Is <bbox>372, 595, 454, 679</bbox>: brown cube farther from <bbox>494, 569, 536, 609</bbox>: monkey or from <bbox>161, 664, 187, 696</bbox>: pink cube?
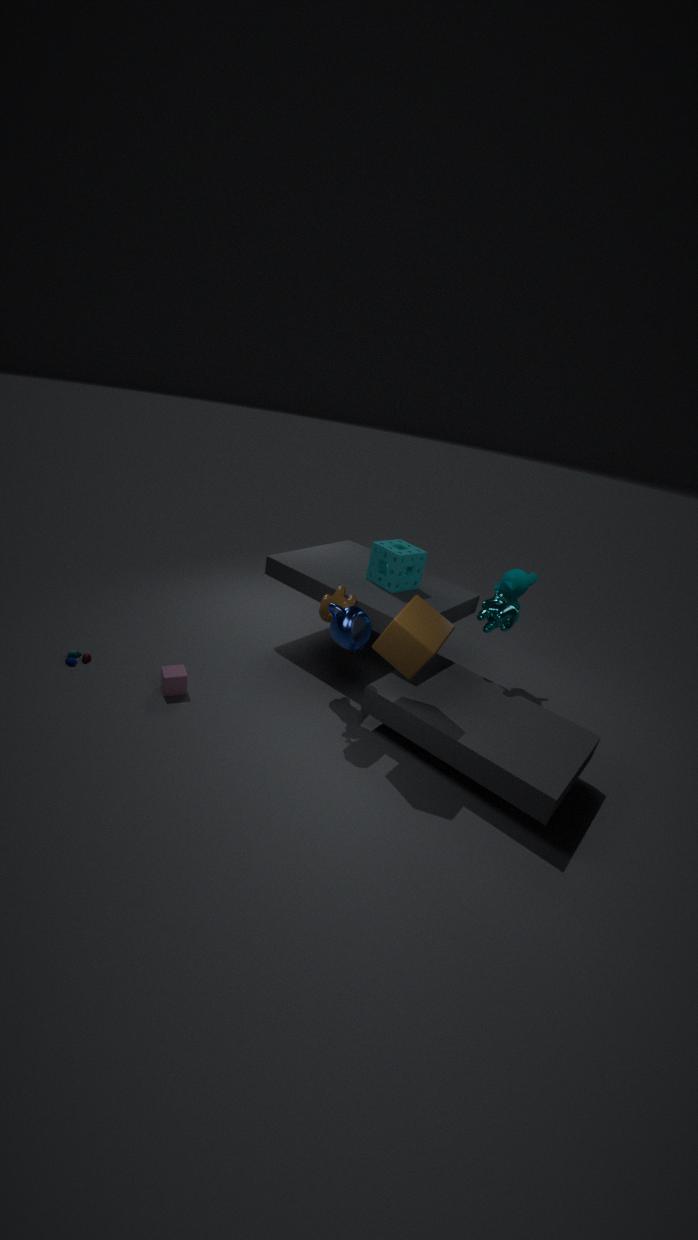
<bbox>161, 664, 187, 696</bbox>: pink cube
